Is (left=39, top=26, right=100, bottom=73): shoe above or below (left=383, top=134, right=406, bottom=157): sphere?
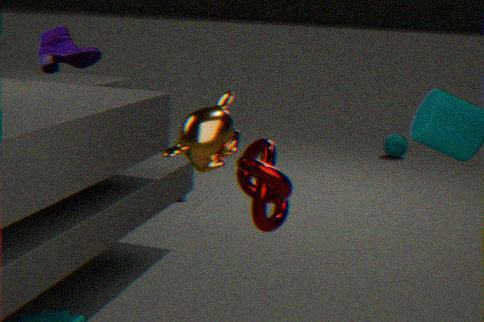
above
